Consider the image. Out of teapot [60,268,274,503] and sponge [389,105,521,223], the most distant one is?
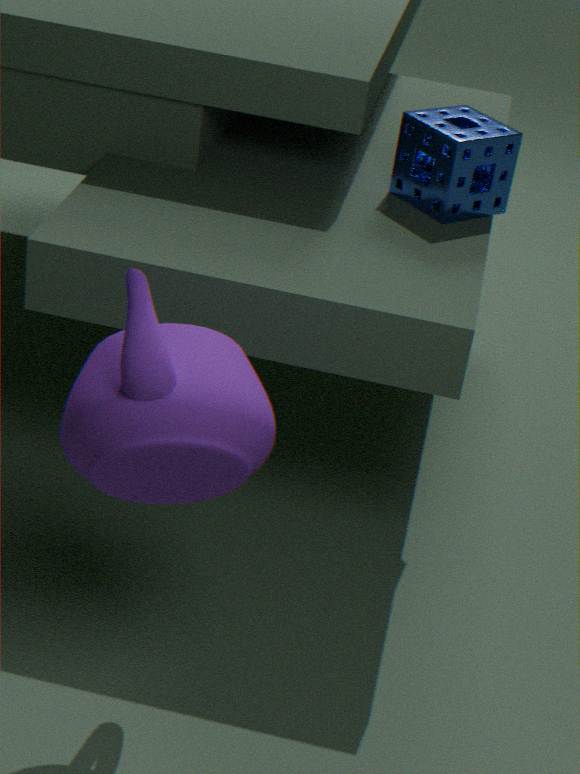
sponge [389,105,521,223]
